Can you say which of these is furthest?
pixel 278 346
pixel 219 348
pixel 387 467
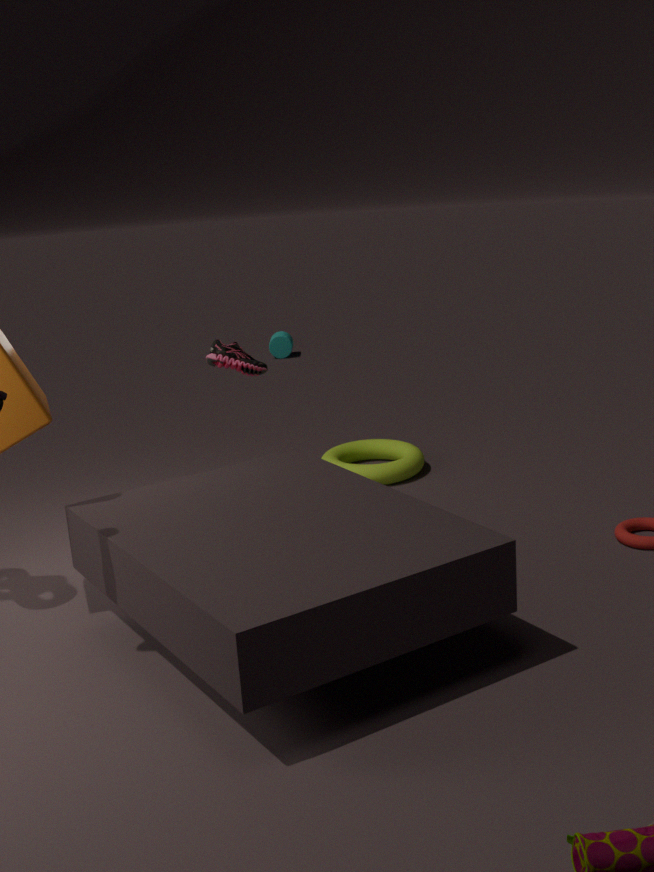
pixel 278 346
